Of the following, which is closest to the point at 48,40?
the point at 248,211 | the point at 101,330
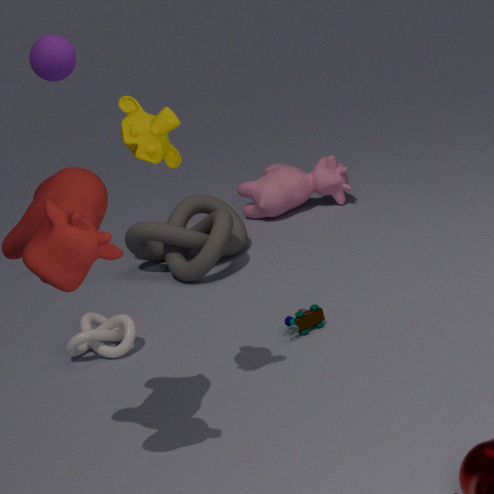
the point at 101,330
